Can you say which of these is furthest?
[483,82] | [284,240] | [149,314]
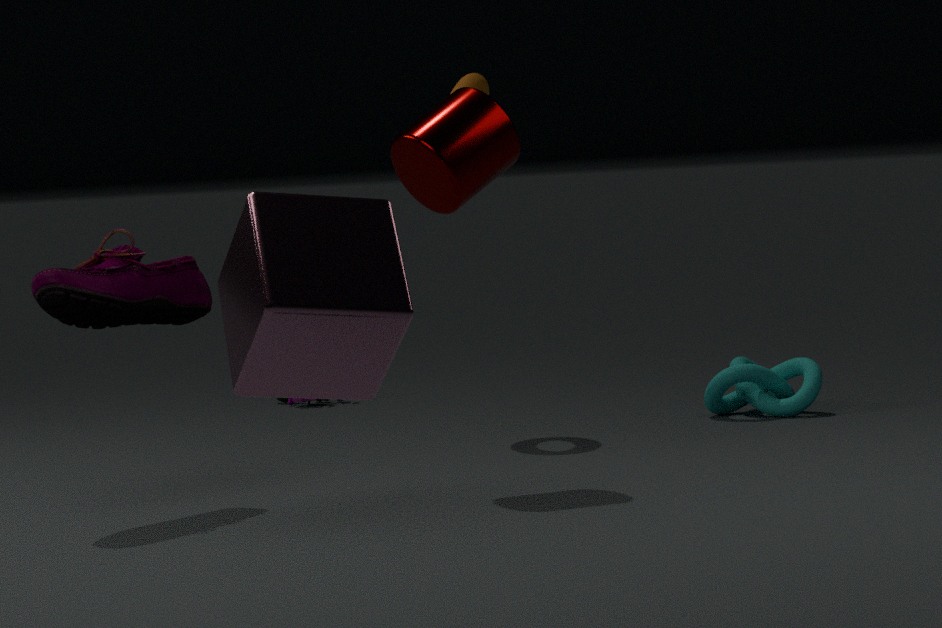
[483,82]
